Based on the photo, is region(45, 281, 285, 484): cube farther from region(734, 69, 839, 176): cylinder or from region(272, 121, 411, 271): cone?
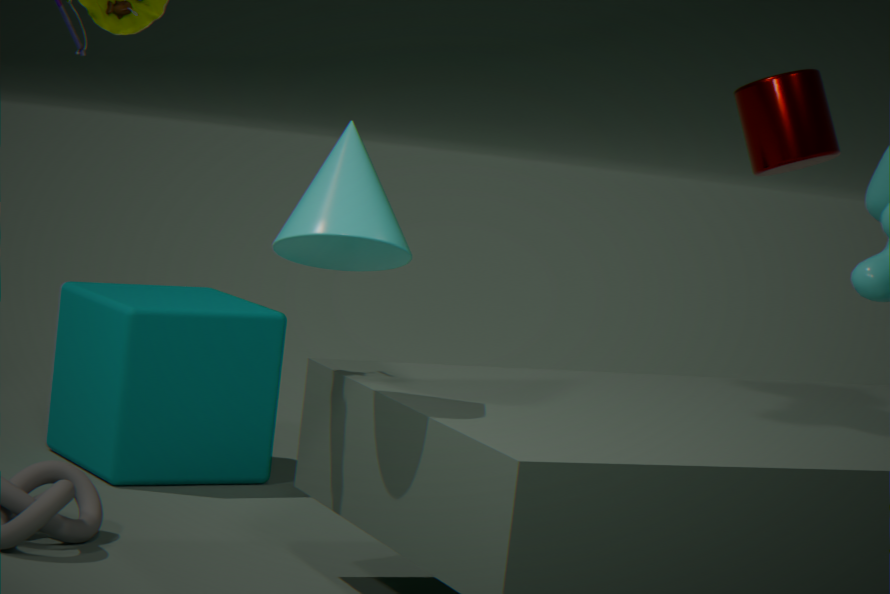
region(734, 69, 839, 176): cylinder
